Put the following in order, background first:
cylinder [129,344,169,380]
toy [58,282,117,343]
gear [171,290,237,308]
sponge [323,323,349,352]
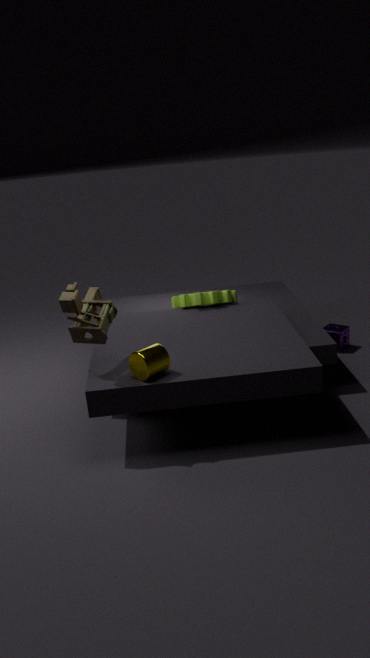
1. sponge [323,323,349,352]
2. gear [171,290,237,308]
3. cylinder [129,344,169,380]
4. toy [58,282,117,343]
